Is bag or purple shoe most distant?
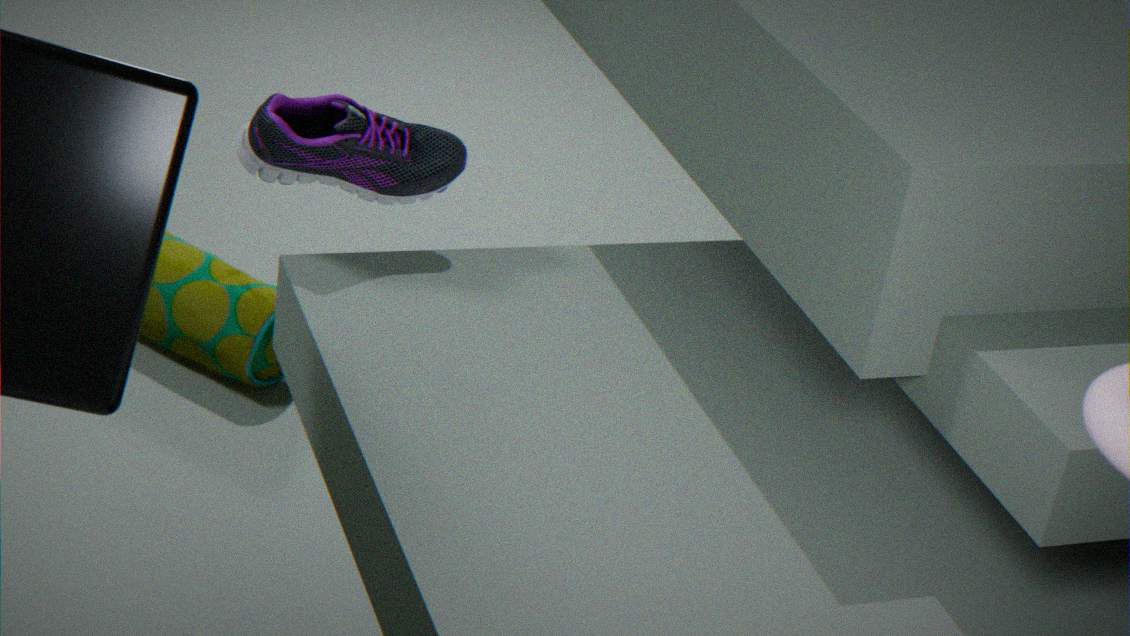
bag
